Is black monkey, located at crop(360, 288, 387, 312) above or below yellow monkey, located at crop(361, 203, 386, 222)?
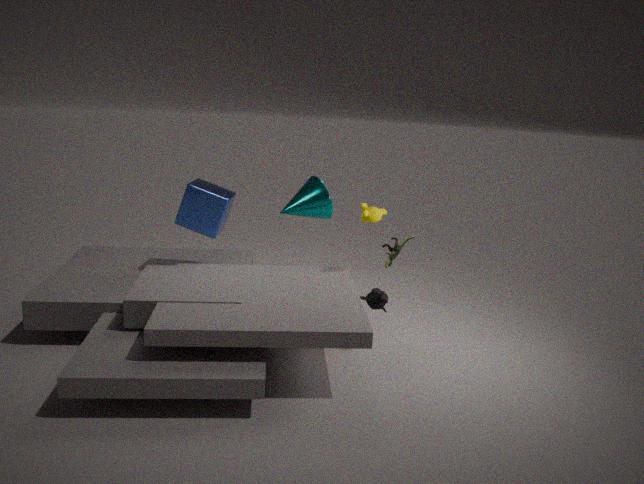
below
